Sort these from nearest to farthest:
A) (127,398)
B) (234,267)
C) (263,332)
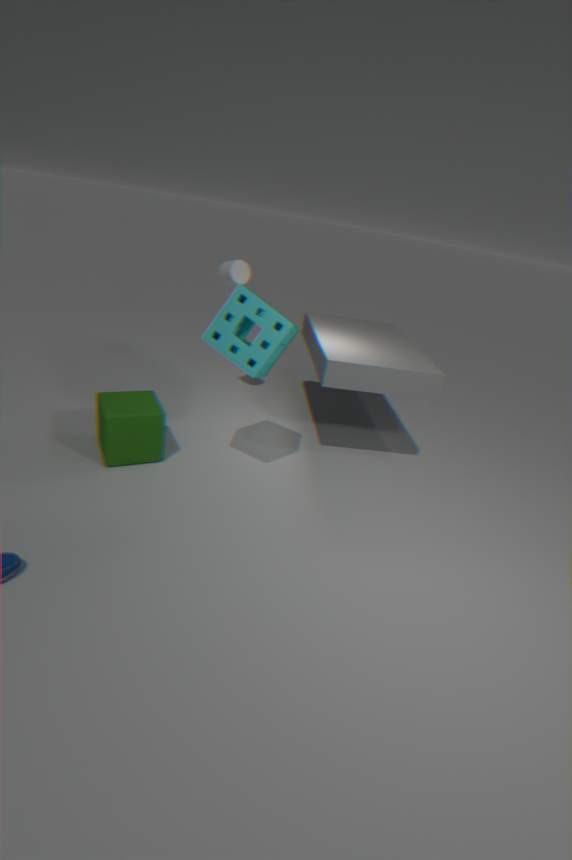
1. C. (263,332)
2. A. (127,398)
3. B. (234,267)
